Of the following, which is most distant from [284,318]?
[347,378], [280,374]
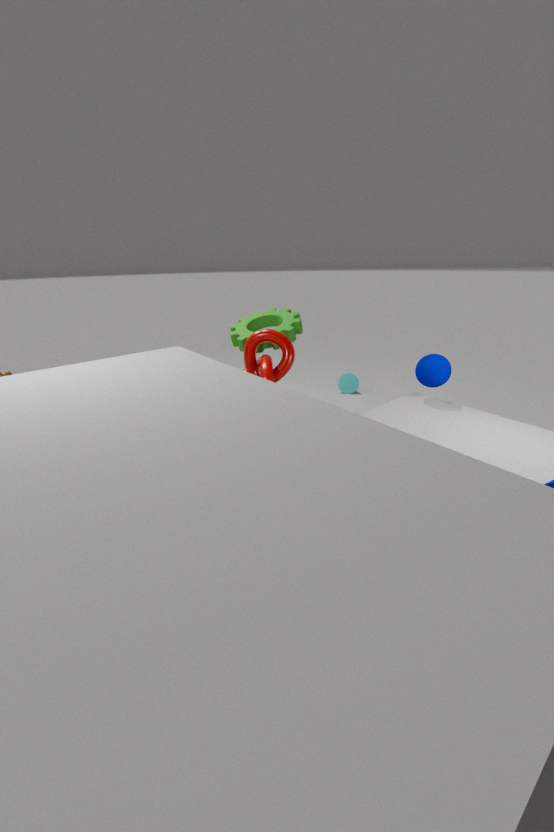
[347,378]
